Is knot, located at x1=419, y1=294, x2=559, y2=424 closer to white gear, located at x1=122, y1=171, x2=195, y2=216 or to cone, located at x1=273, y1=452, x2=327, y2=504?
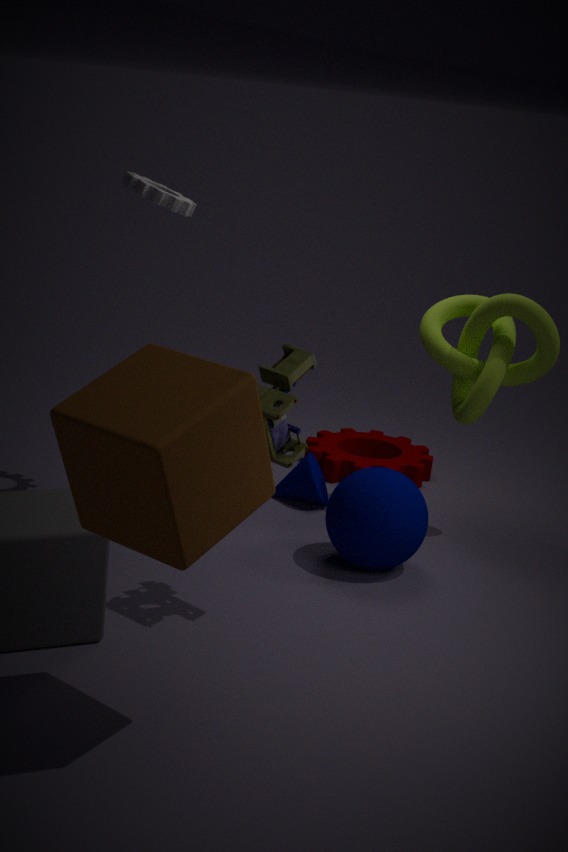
cone, located at x1=273, y1=452, x2=327, y2=504
